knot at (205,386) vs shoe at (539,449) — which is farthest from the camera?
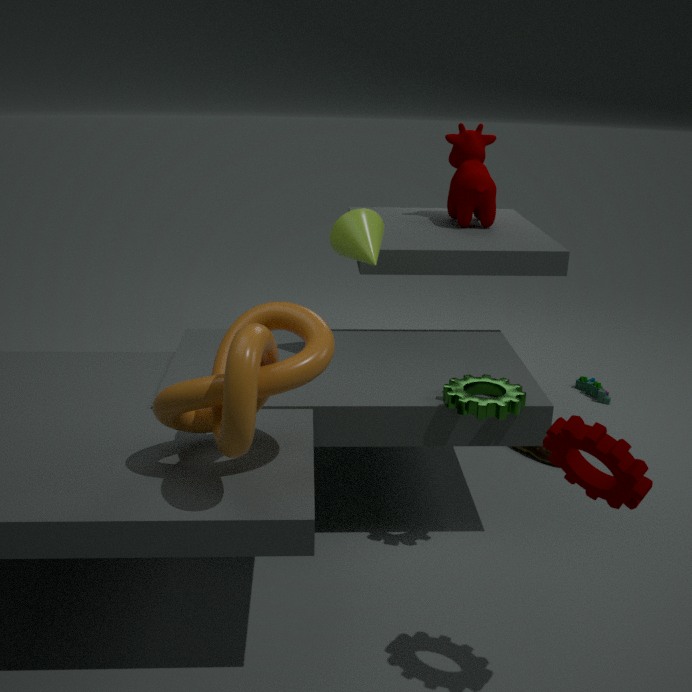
shoe at (539,449)
